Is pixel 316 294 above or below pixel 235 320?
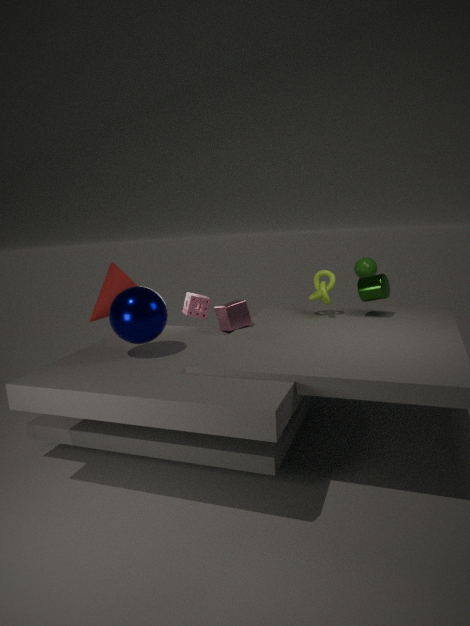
above
